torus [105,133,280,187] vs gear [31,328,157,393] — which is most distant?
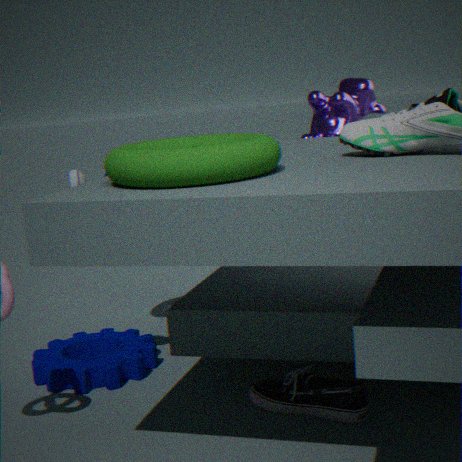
gear [31,328,157,393]
